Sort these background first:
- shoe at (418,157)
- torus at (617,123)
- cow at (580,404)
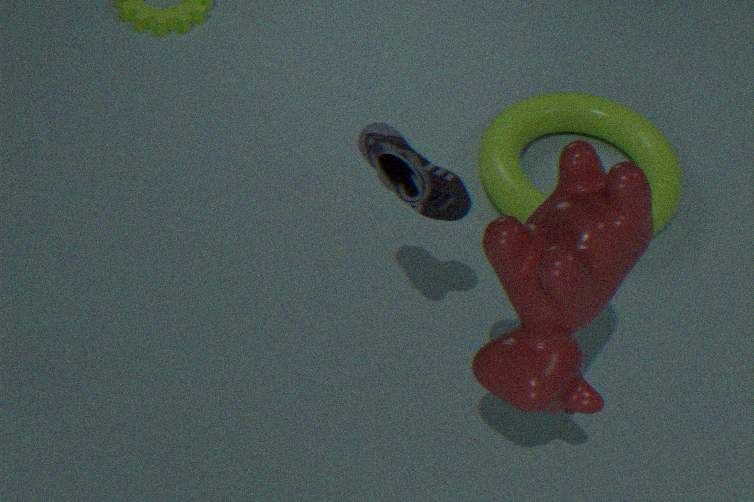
torus at (617,123), shoe at (418,157), cow at (580,404)
